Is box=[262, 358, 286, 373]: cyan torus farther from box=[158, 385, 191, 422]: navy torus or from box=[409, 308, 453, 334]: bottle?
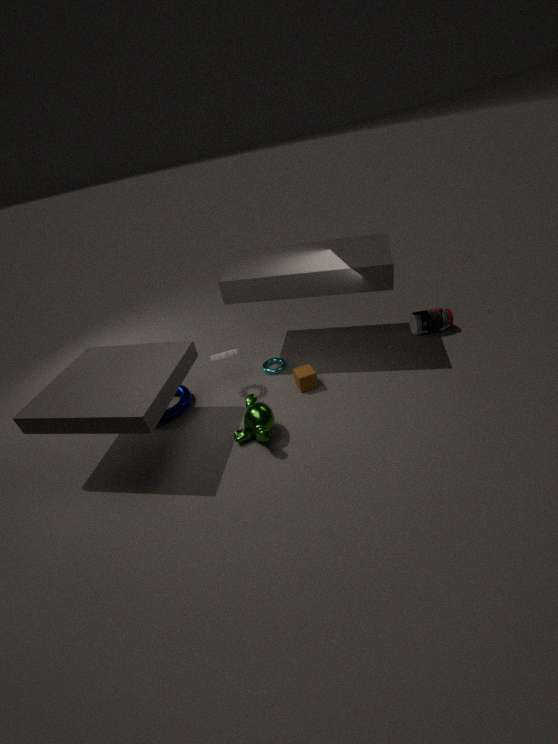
box=[409, 308, 453, 334]: bottle
